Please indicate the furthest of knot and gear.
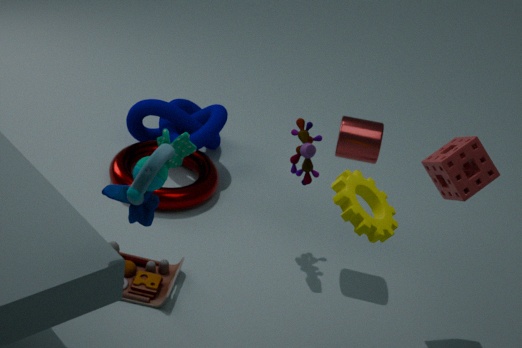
knot
